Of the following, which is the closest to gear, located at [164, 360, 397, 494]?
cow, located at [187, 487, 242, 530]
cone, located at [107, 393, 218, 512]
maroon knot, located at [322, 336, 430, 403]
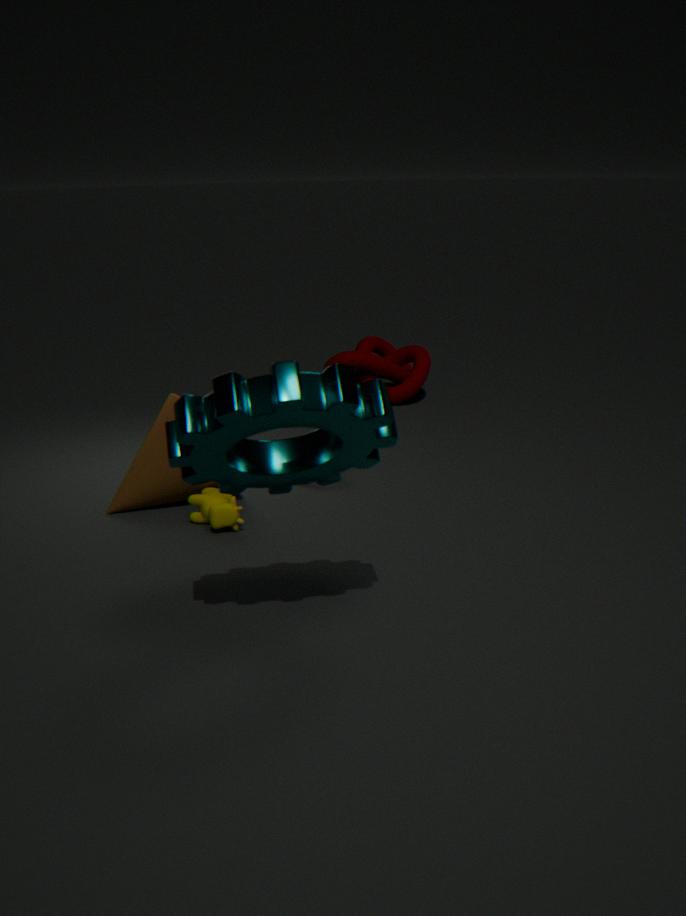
cow, located at [187, 487, 242, 530]
